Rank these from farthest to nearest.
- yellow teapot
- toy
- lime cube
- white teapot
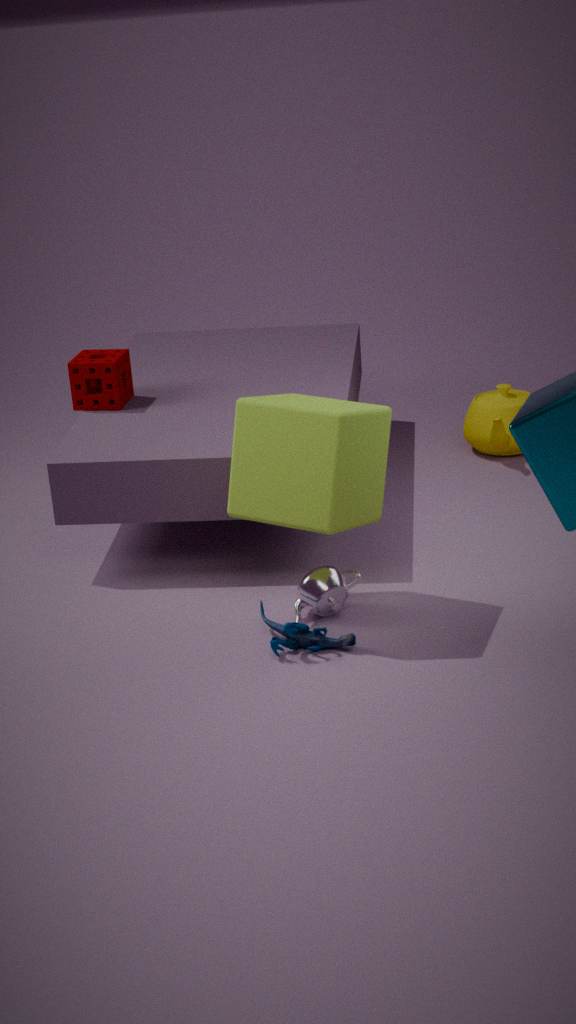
1. yellow teapot
2. white teapot
3. toy
4. lime cube
